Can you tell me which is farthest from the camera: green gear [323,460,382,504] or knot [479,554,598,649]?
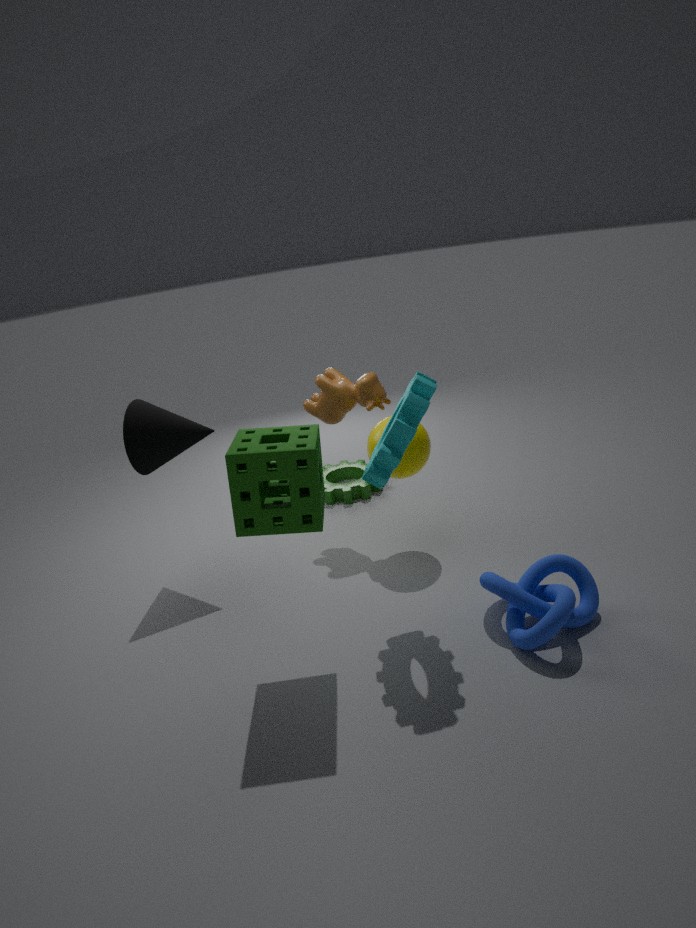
green gear [323,460,382,504]
